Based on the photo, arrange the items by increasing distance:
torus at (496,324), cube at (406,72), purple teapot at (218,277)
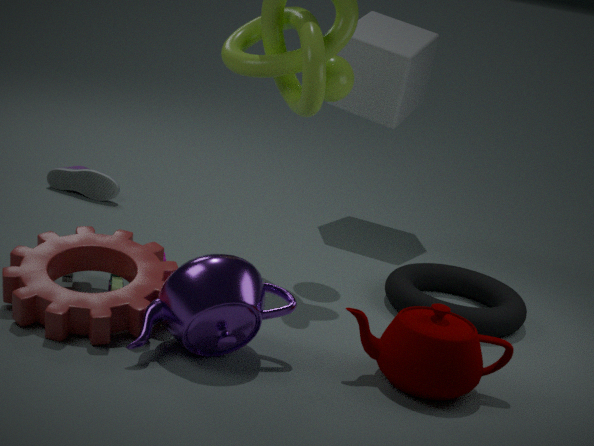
purple teapot at (218,277) < torus at (496,324) < cube at (406,72)
